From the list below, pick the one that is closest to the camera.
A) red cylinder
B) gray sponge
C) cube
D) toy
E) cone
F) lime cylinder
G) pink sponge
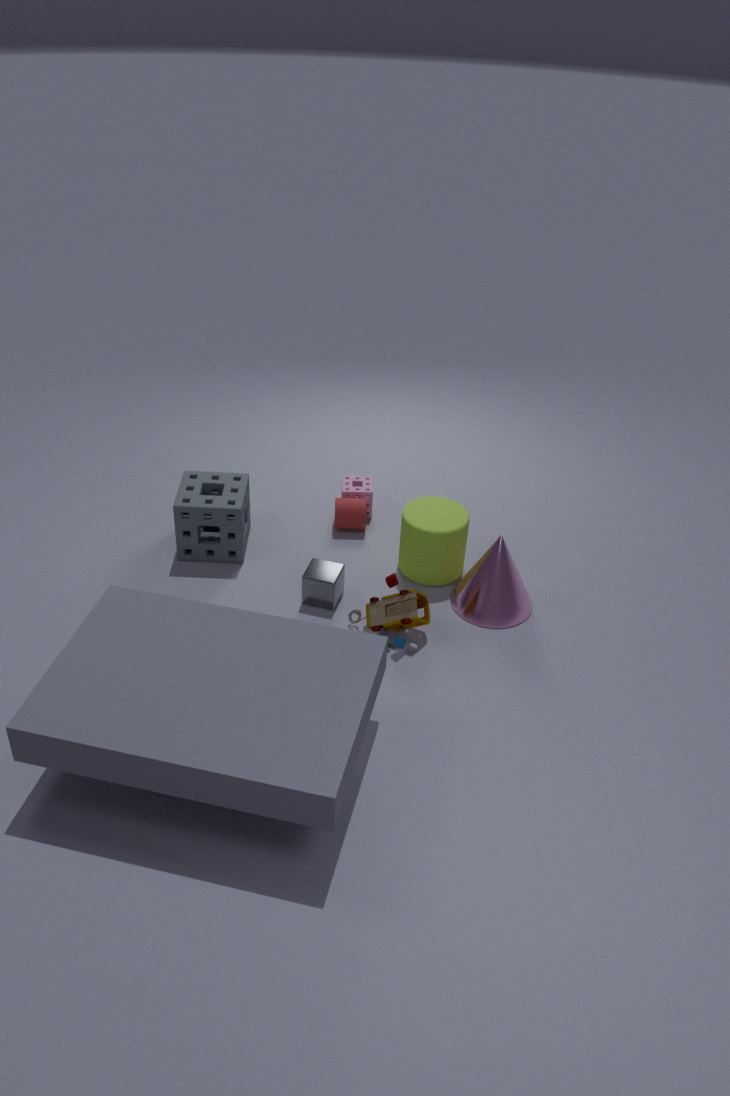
toy
